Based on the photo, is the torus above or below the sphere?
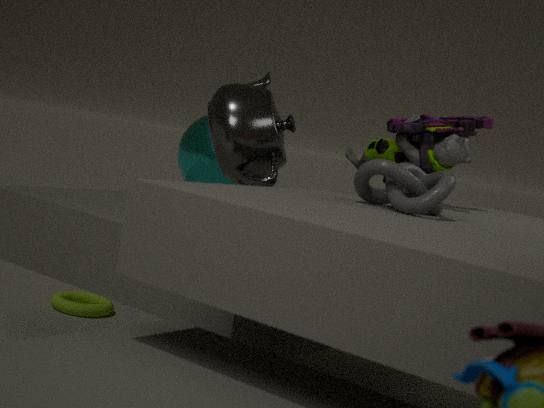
below
